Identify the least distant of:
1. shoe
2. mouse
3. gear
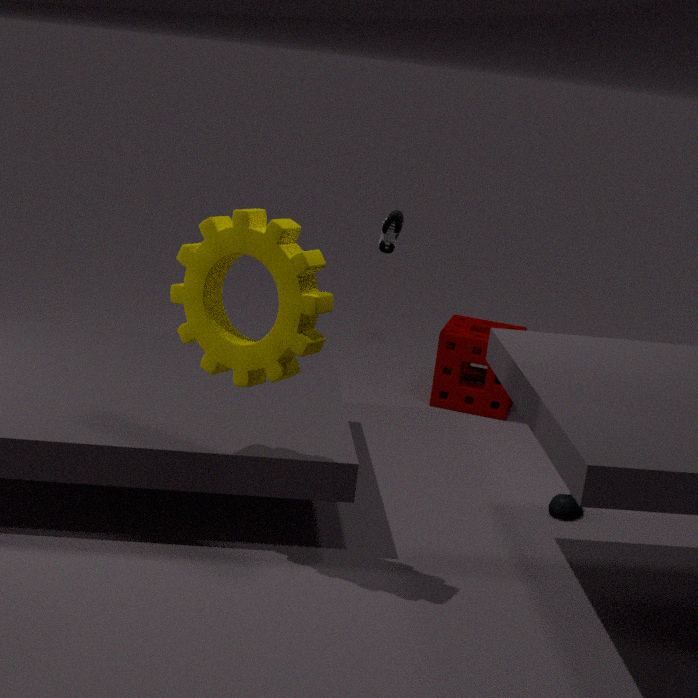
gear
